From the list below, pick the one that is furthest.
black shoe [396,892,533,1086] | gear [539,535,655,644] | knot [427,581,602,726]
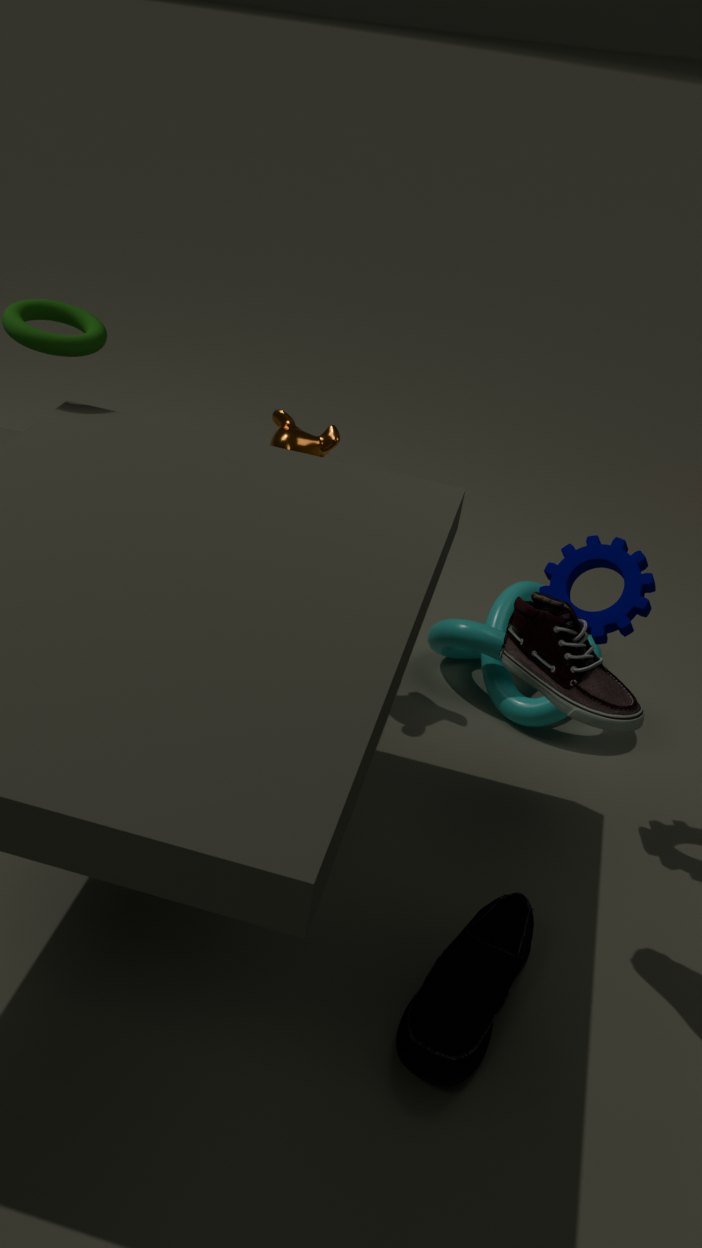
knot [427,581,602,726]
